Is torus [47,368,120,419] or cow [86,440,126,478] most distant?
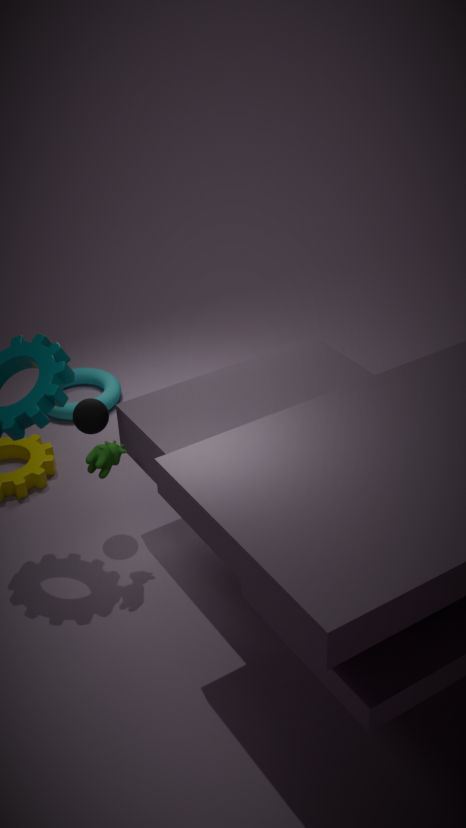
torus [47,368,120,419]
